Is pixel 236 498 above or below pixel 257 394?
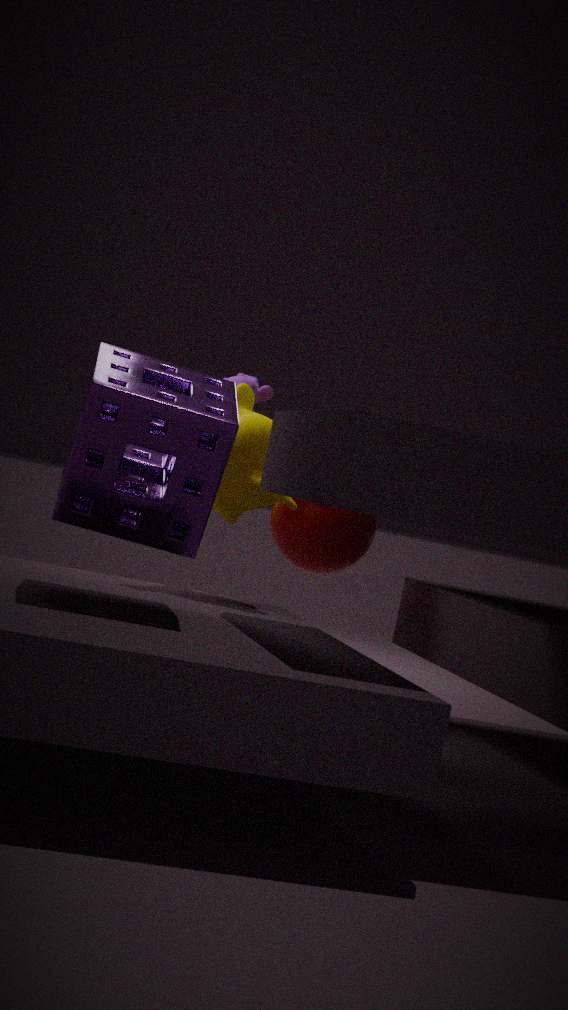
below
